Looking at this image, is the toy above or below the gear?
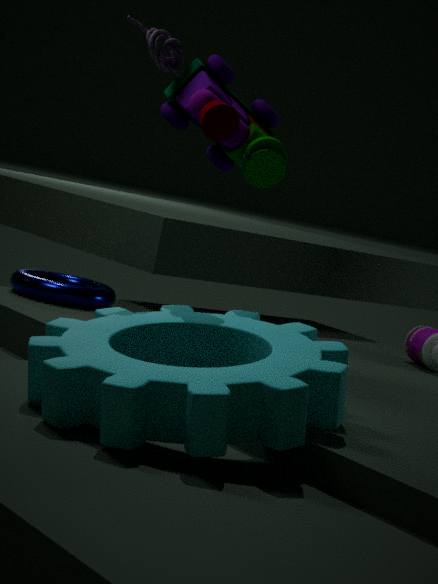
above
